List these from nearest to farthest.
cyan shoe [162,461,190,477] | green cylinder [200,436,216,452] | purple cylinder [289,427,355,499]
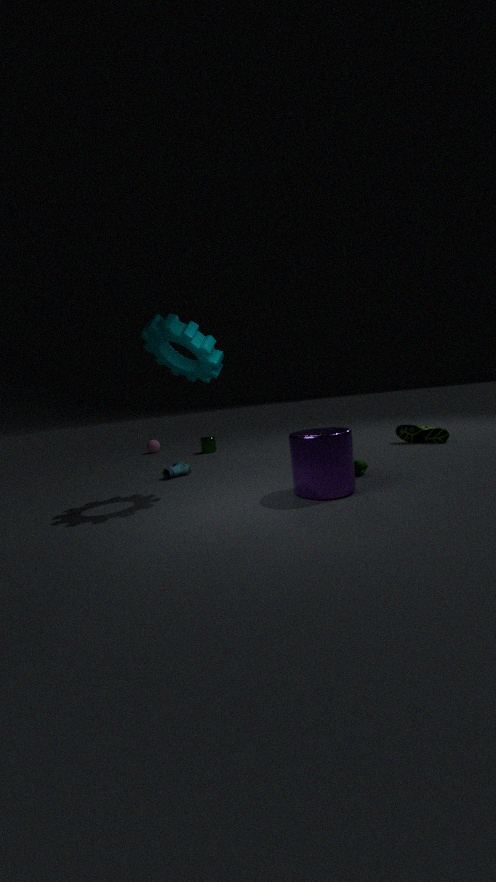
1. purple cylinder [289,427,355,499]
2. cyan shoe [162,461,190,477]
3. green cylinder [200,436,216,452]
